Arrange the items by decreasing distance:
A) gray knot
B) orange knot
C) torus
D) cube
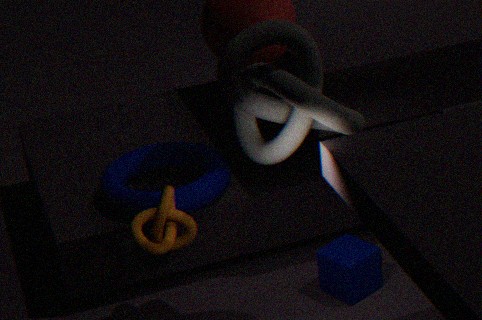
1. torus
2. cube
3. orange knot
4. gray knot
